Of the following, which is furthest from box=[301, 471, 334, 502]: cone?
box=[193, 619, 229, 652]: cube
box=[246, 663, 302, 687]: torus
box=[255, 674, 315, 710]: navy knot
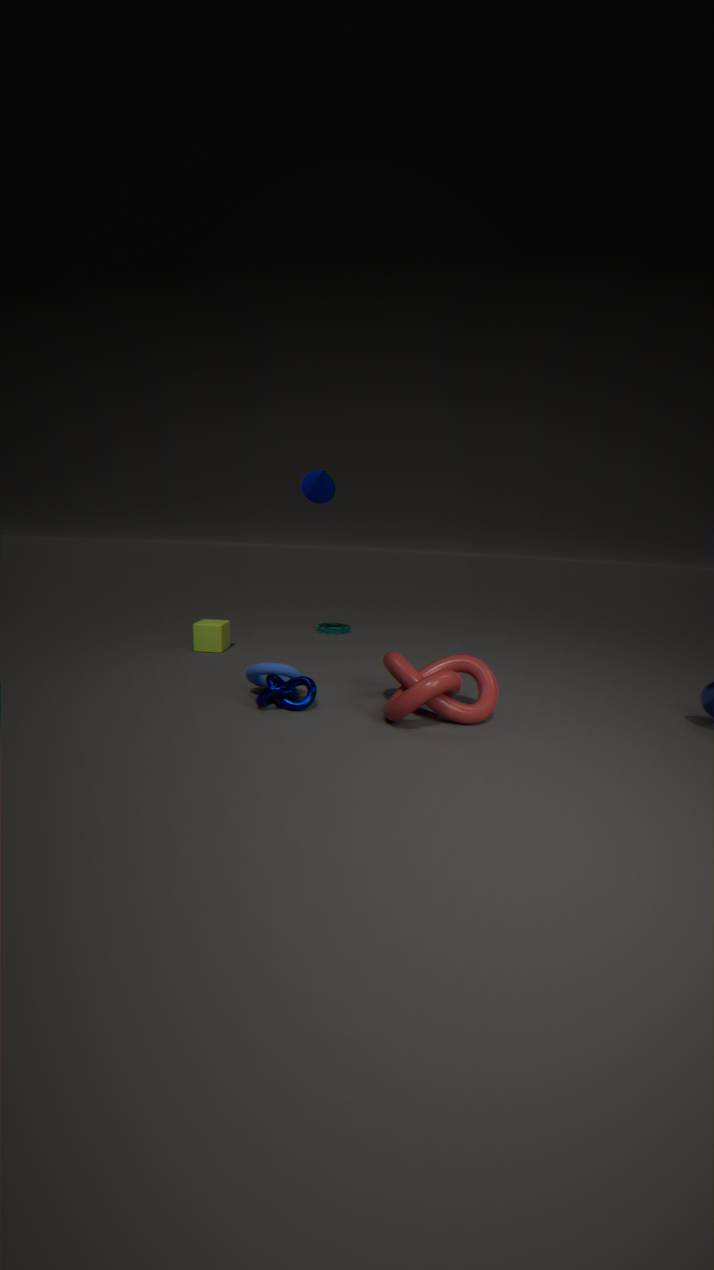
box=[255, 674, 315, 710]: navy knot
